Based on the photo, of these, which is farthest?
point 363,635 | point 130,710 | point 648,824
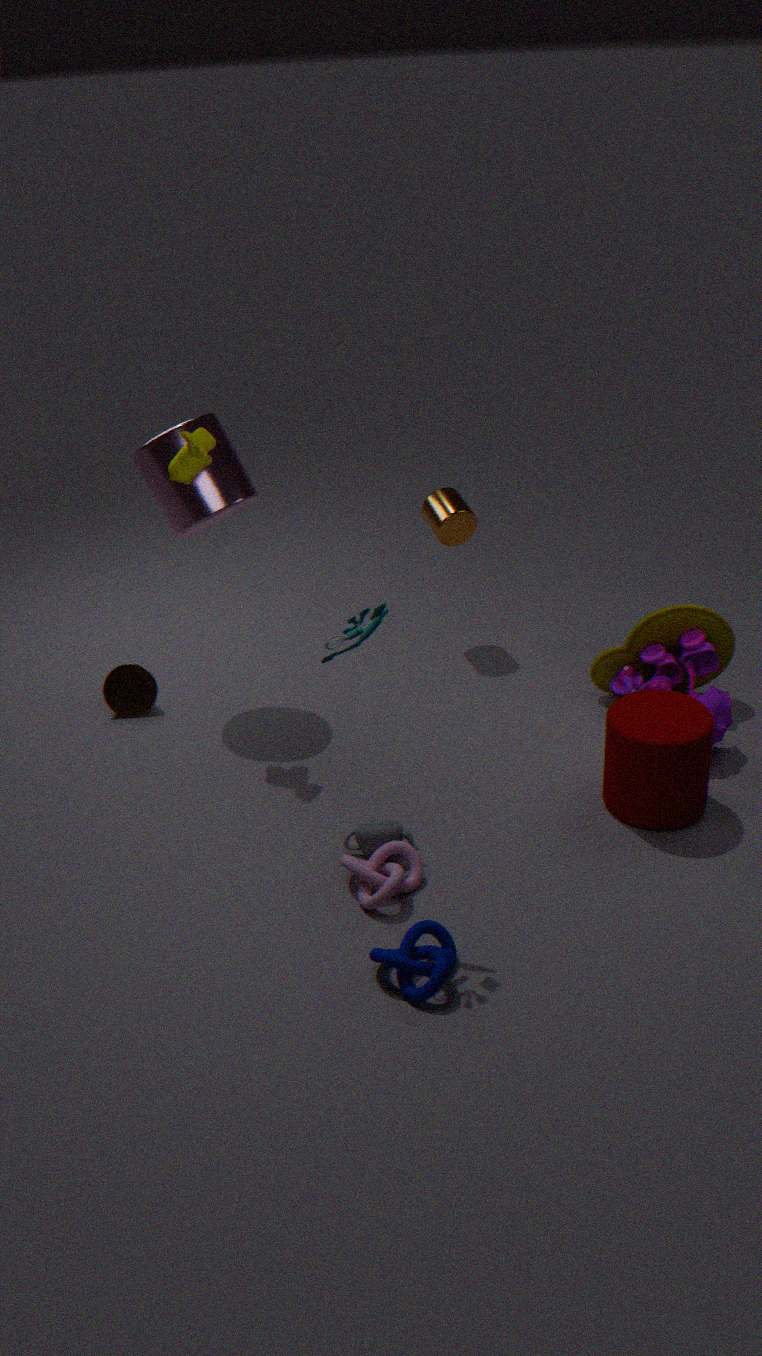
point 130,710
